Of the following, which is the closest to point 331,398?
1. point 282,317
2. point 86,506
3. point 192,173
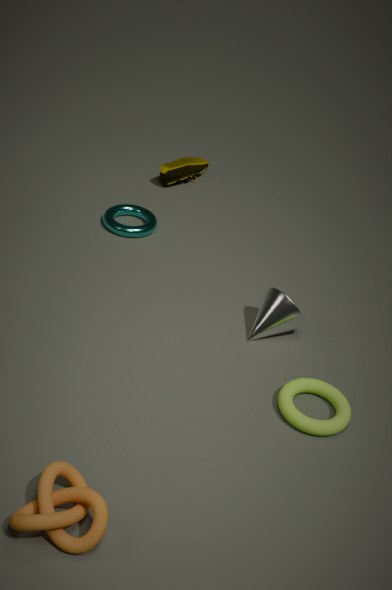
point 282,317
